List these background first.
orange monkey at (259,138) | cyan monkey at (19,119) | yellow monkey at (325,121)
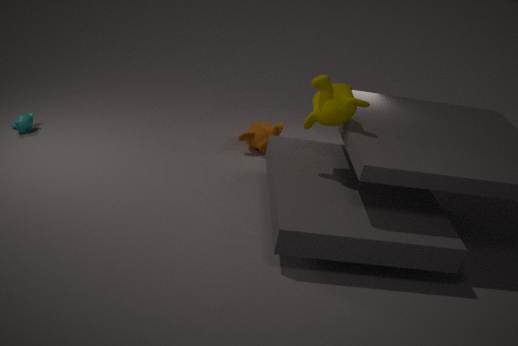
1. orange monkey at (259,138)
2. cyan monkey at (19,119)
3. yellow monkey at (325,121)
